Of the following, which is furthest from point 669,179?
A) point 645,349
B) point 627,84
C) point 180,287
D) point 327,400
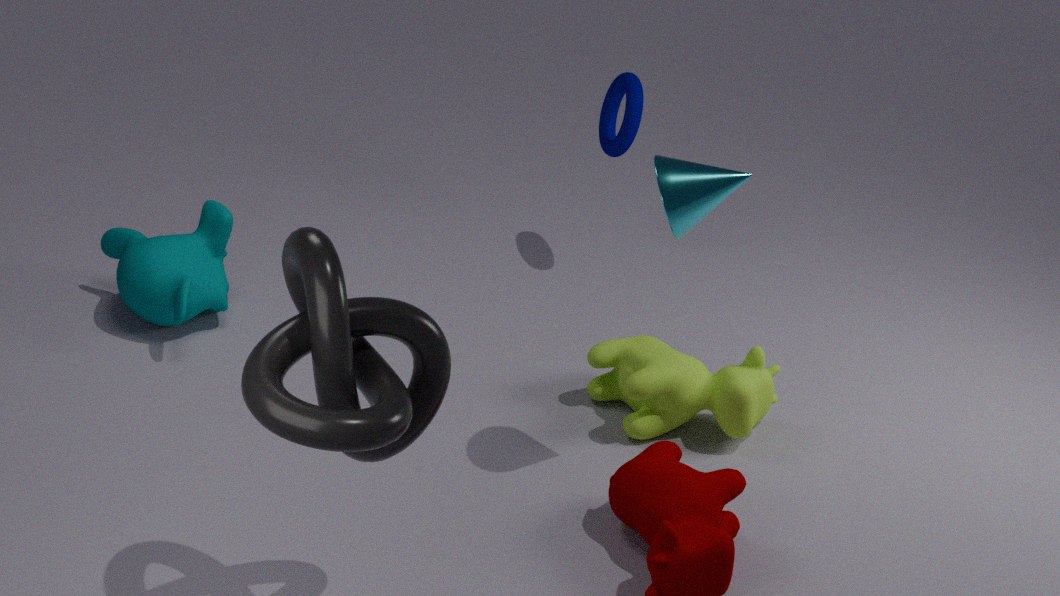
point 180,287
